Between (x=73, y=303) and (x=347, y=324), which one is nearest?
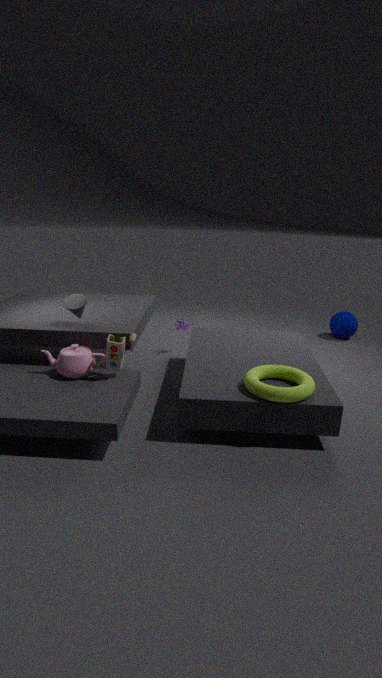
(x=73, y=303)
